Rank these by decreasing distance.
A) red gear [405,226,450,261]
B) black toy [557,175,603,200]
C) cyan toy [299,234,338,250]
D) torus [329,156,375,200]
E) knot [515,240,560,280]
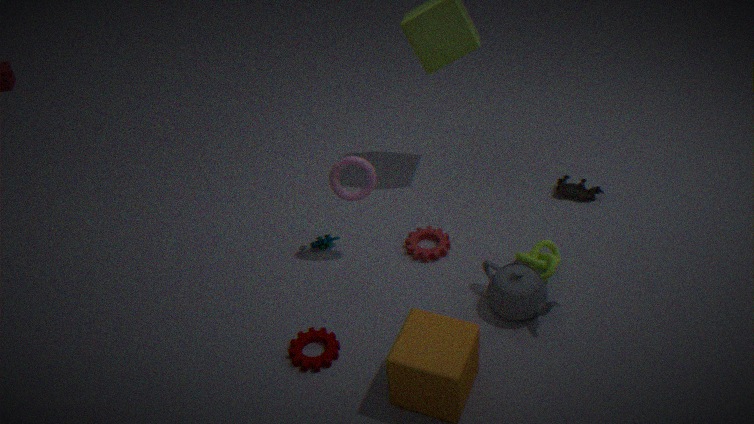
1. black toy [557,175,603,200]
2. cyan toy [299,234,338,250]
3. red gear [405,226,450,261]
4. torus [329,156,375,200]
5. knot [515,240,560,280]
